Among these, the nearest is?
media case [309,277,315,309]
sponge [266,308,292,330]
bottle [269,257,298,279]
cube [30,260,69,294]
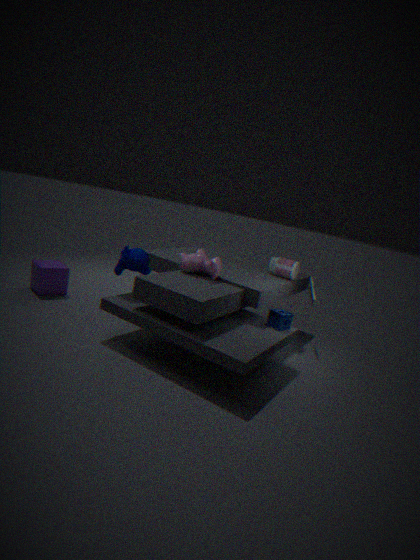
sponge [266,308,292,330]
